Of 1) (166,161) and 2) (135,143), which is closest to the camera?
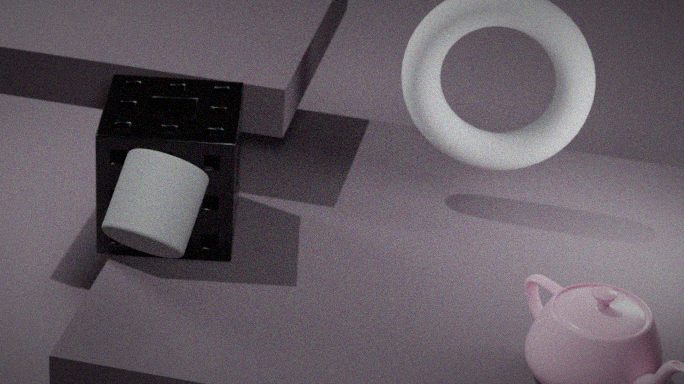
1. (166,161)
